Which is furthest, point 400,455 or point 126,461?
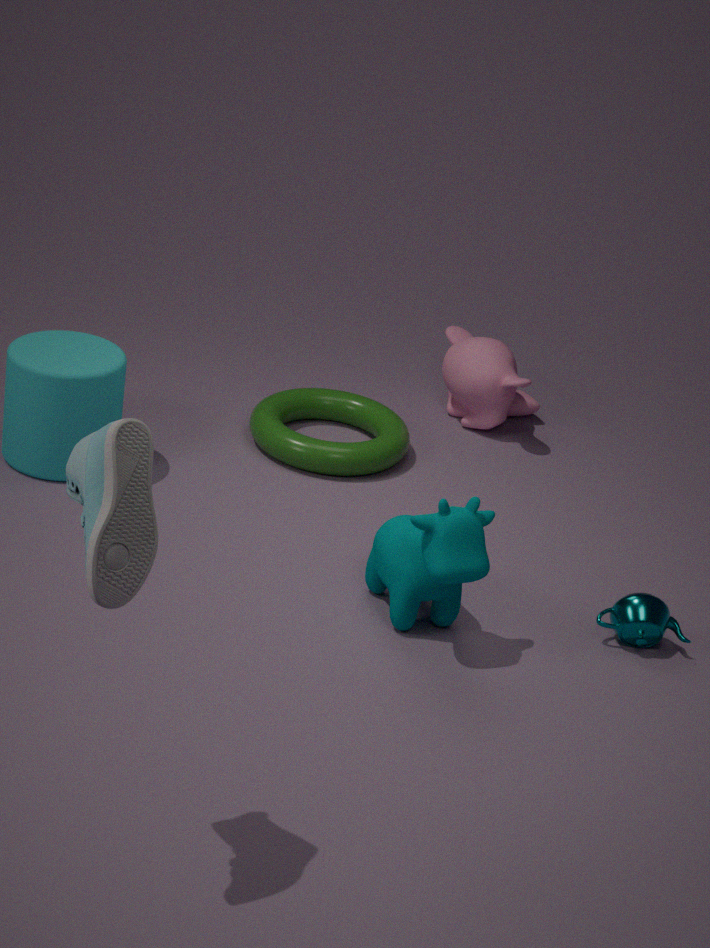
point 400,455
